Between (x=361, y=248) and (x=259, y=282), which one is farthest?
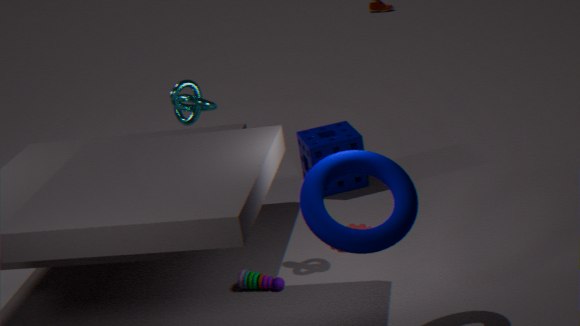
(x=259, y=282)
